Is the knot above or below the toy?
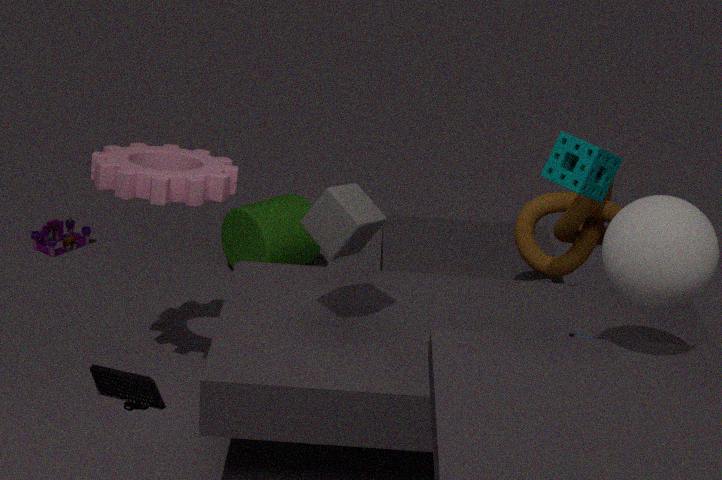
above
